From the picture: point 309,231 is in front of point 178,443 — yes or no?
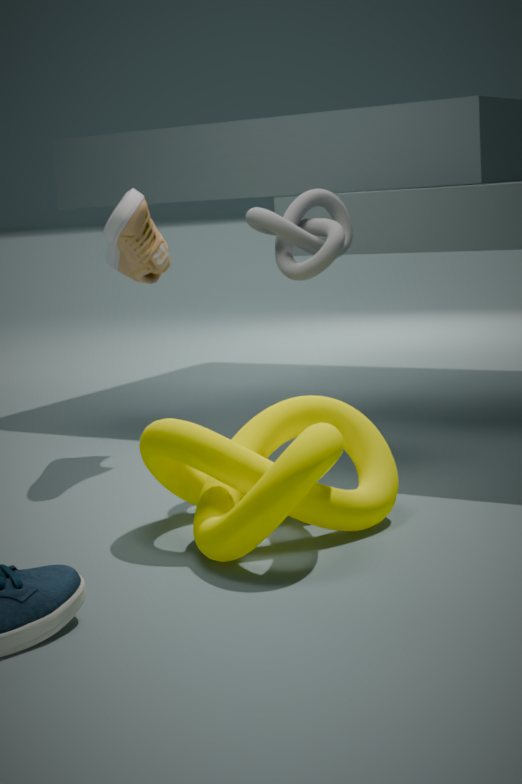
No
